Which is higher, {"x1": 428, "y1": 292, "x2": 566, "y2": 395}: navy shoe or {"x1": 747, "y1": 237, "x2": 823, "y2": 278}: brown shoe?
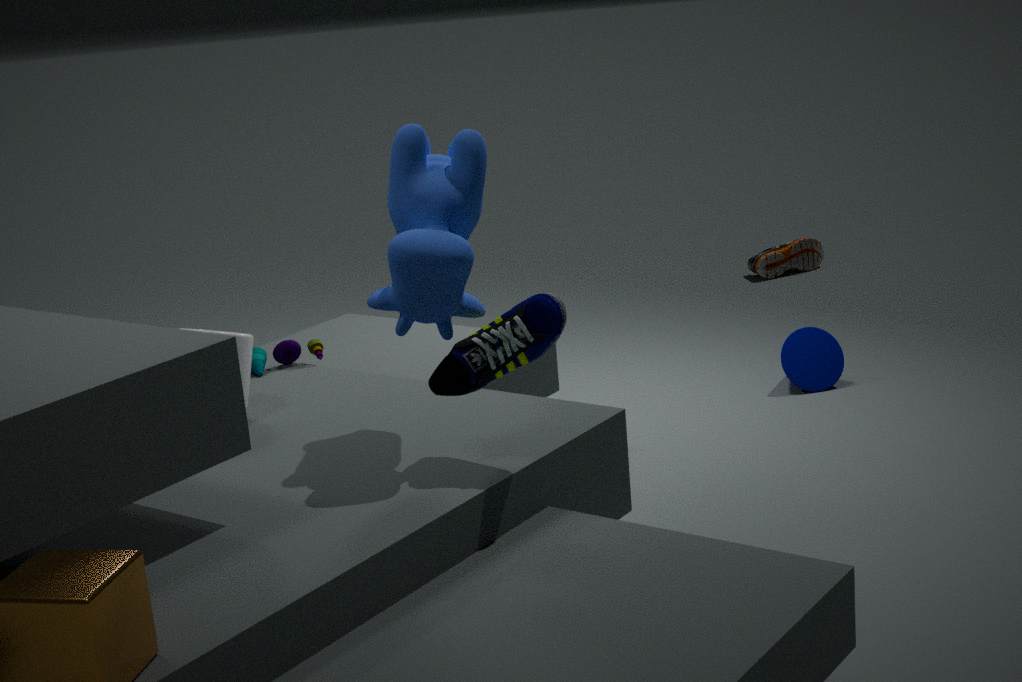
{"x1": 428, "y1": 292, "x2": 566, "y2": 395}: navy shoe
